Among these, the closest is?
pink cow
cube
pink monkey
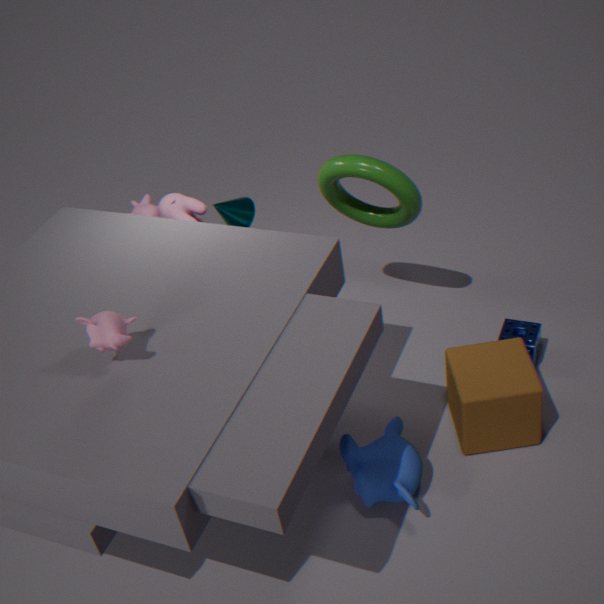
pink monkey
